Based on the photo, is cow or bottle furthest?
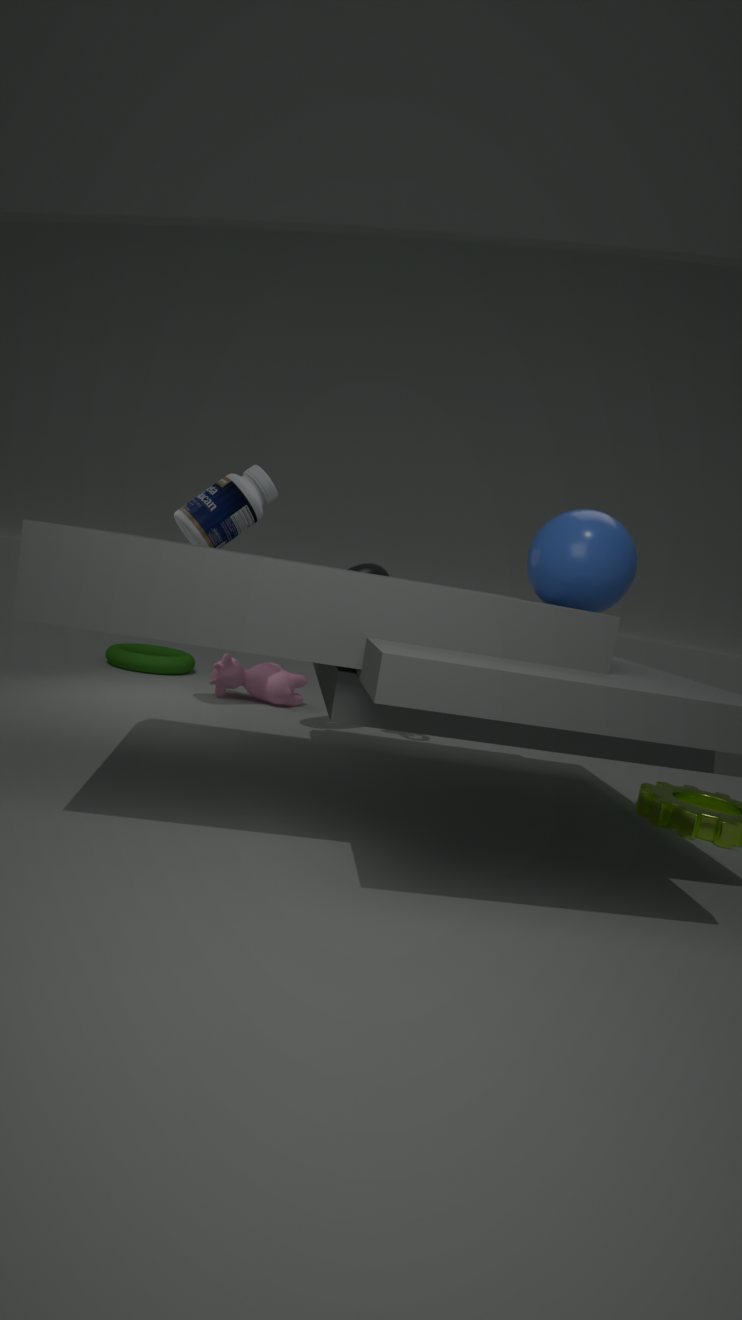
cow
